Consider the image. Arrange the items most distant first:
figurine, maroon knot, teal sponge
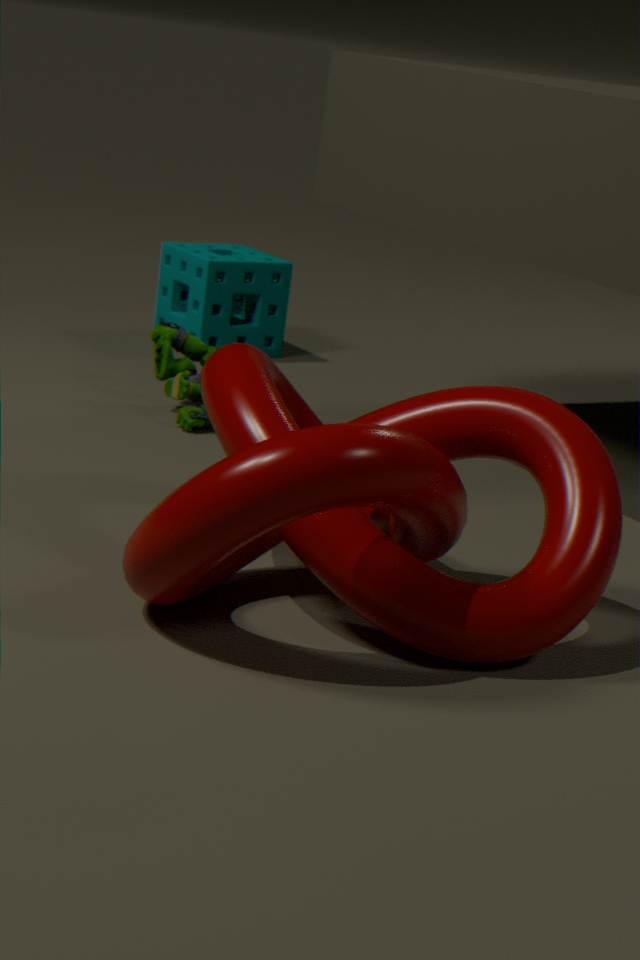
1. teal sponge
2. figurine
3. maroon knot
